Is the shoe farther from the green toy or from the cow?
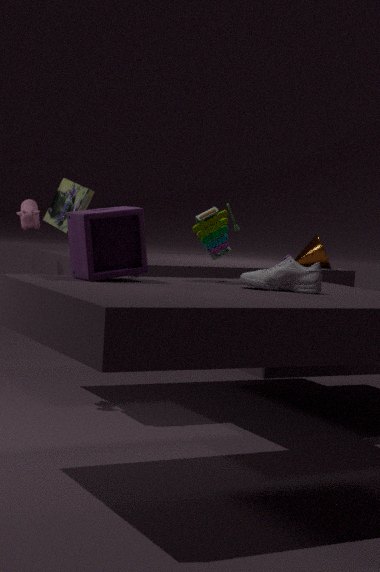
the cow
